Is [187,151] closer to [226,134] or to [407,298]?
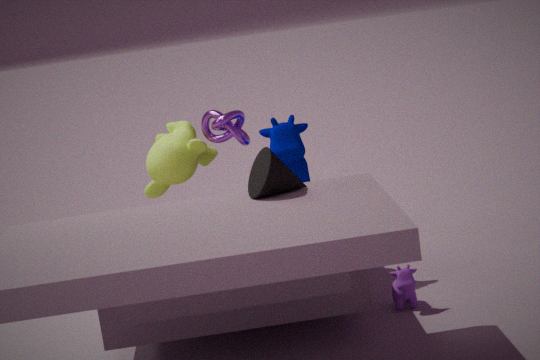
[226,134]
